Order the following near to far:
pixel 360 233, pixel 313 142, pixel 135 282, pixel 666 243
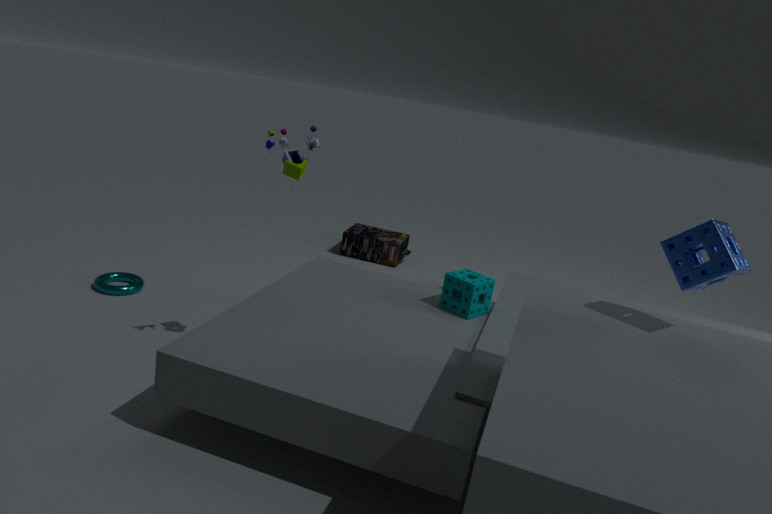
pixel 666 243, pixel 313 142, pixel 135 282, pixel 360 233
